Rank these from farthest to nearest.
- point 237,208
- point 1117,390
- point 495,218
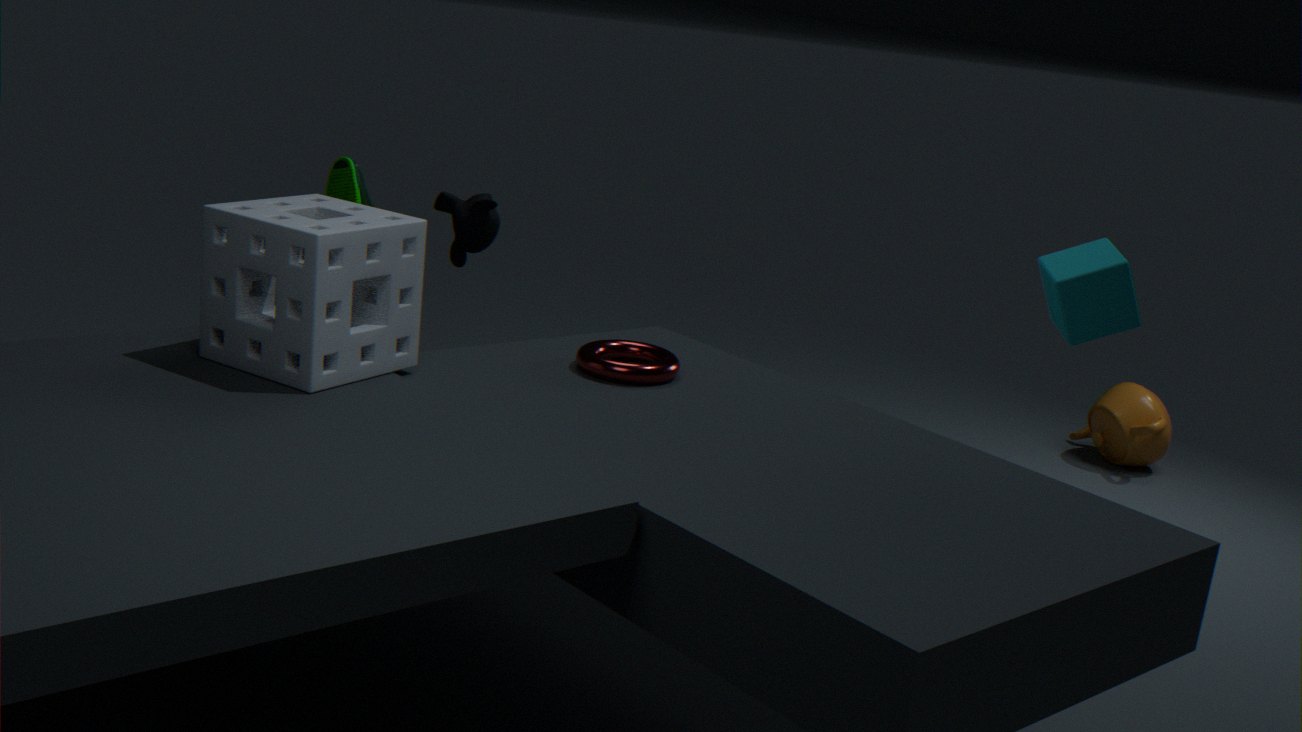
point 1117,390 → point 495,218 → point 237,208
